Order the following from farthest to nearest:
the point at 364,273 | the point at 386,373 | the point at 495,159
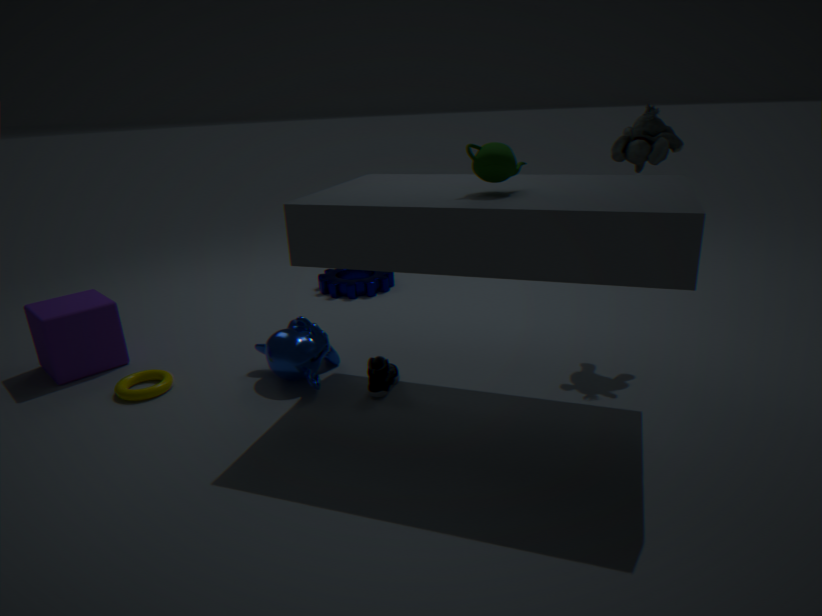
the point at 364,273, the point at 386,373, the point at 495,159
